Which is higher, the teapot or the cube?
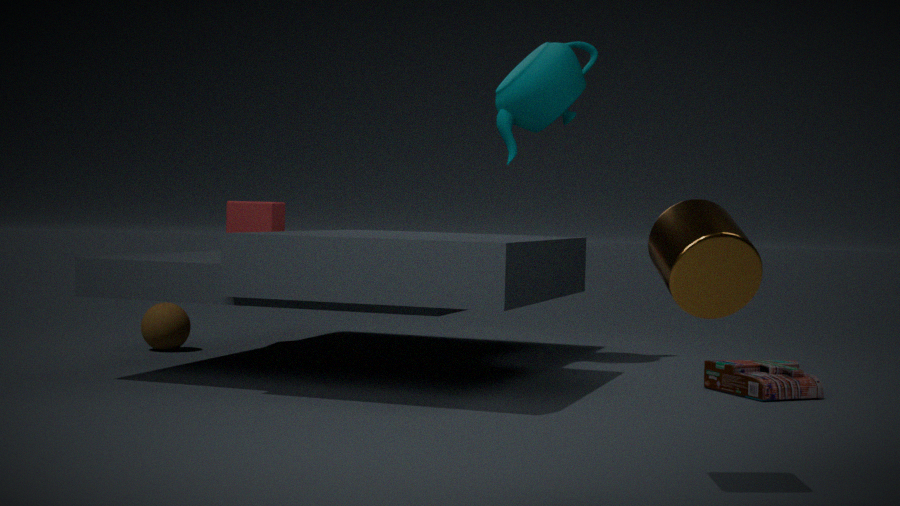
the teapot
